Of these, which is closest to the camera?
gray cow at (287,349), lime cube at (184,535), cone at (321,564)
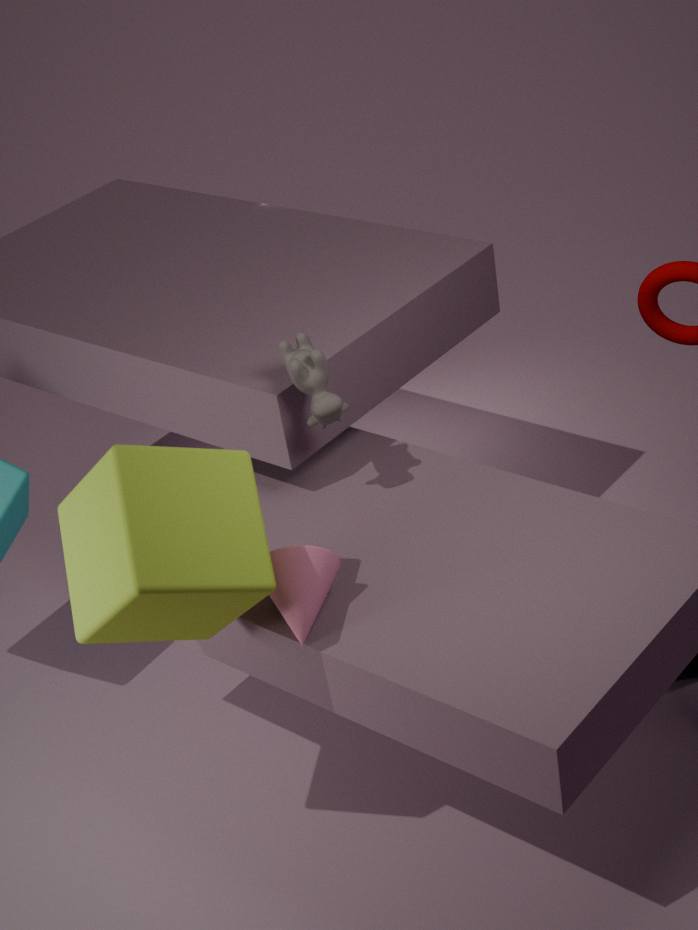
lime cube at (184,535)
